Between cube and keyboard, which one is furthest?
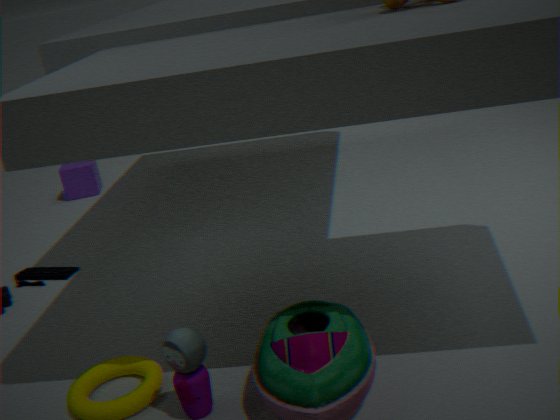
cube
